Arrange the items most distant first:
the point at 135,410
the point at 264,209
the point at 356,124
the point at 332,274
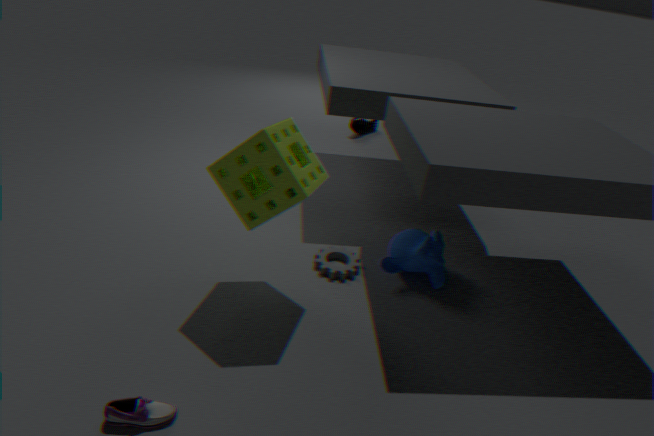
the point at 356,124
the point at 332,274
the point at 264,209
the point at 135,410
